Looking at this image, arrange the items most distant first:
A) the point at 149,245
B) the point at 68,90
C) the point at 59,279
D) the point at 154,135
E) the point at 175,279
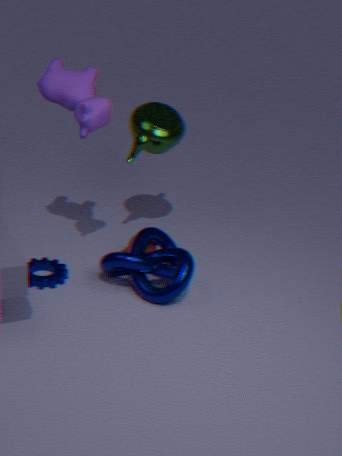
the point at 149,245 < the point at 154,135 < the point at 59,279 < the point at 175,279 < the point at 68,90
